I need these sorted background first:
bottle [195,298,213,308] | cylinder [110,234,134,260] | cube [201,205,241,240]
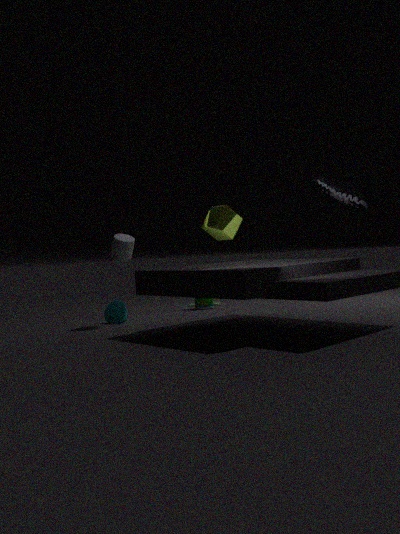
bottle [195,298,213,308] → cylinder [110,234,134,260] → cube [201,205,241,240]
